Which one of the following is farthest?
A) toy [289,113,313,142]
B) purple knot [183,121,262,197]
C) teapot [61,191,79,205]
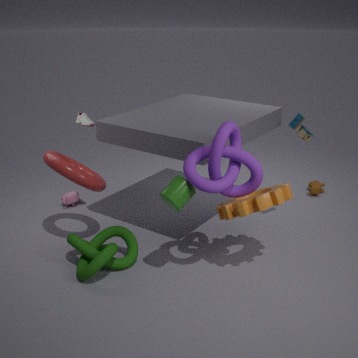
teapot [61,191,79,205]
